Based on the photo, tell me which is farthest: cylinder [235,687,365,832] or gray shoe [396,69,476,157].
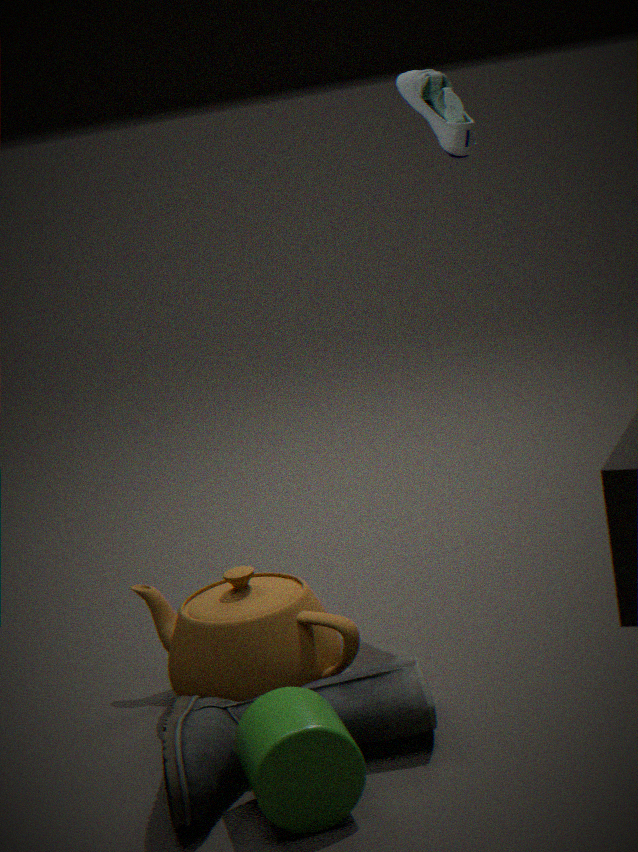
gray shoe [396,69,476,157]
